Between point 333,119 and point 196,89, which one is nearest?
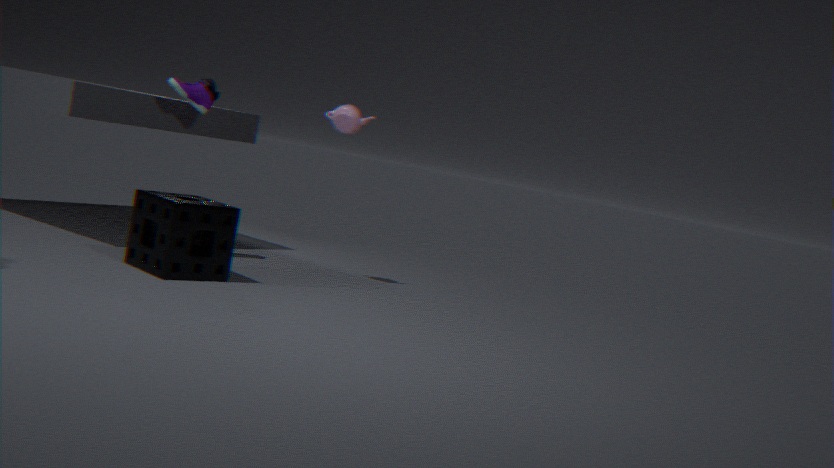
point 196,89
